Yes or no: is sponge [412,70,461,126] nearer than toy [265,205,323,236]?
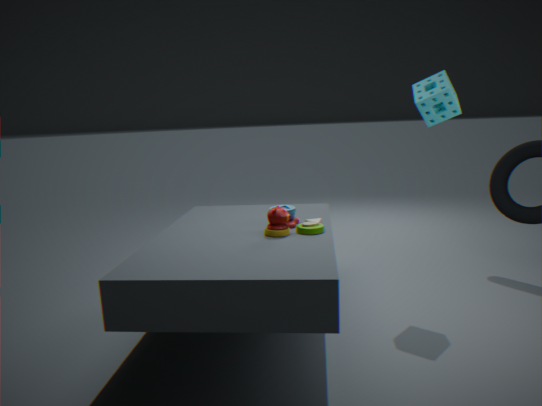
No
